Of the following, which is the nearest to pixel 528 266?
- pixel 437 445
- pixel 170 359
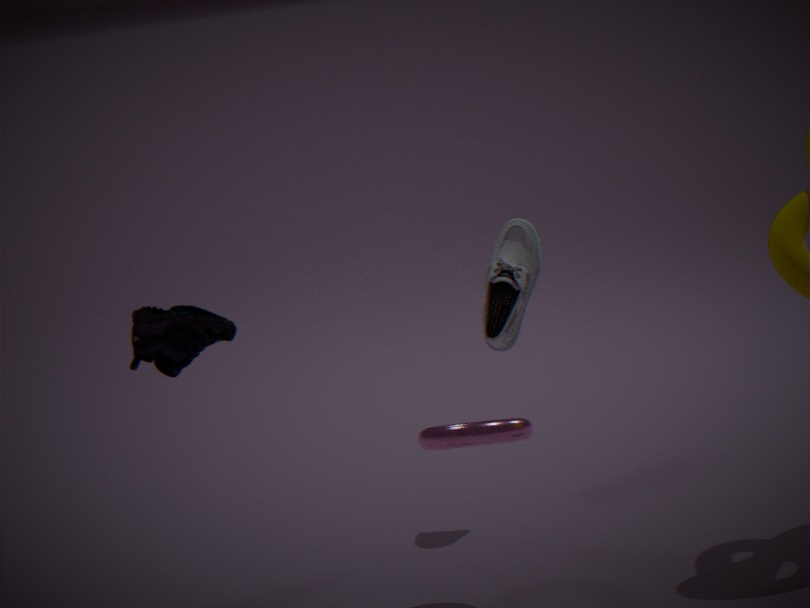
pixel 437 445
